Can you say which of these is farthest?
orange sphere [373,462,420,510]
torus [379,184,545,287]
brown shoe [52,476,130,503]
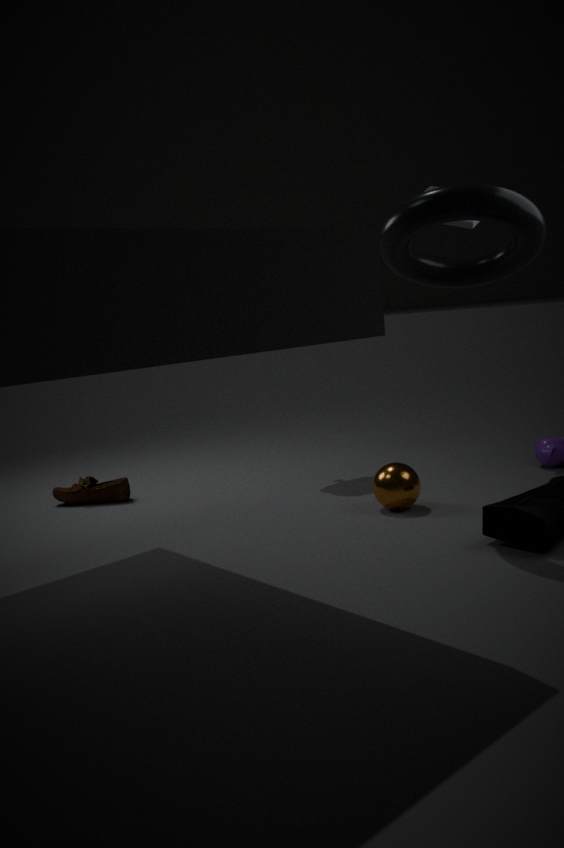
brown shoe [52,476,130,503]
